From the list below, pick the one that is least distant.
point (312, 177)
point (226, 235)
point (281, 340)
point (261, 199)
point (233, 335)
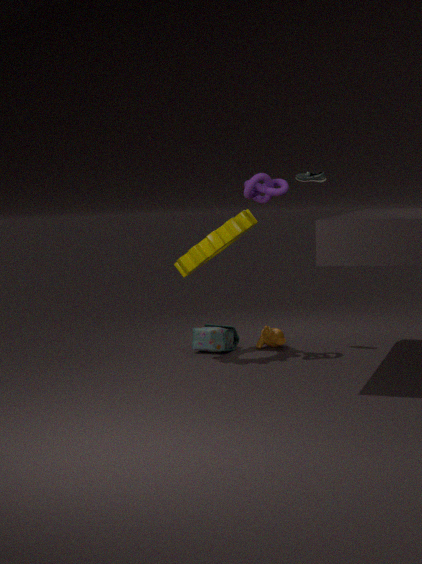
point (226, 235)
